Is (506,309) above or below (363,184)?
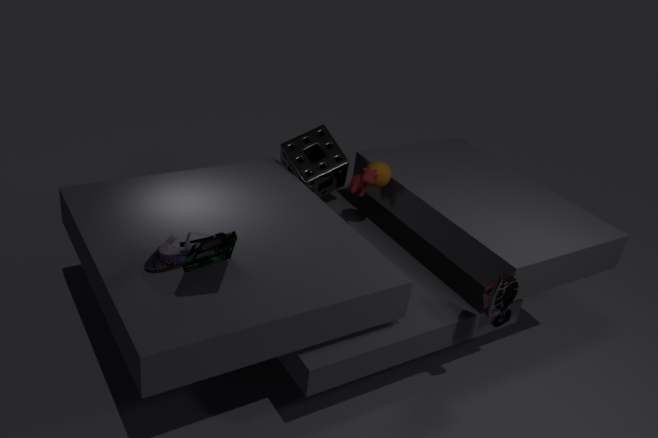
below
